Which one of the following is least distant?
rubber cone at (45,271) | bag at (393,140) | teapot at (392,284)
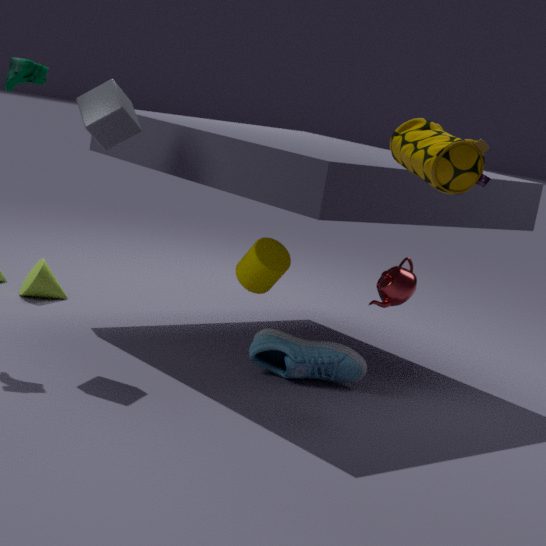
bag at (393,140)
